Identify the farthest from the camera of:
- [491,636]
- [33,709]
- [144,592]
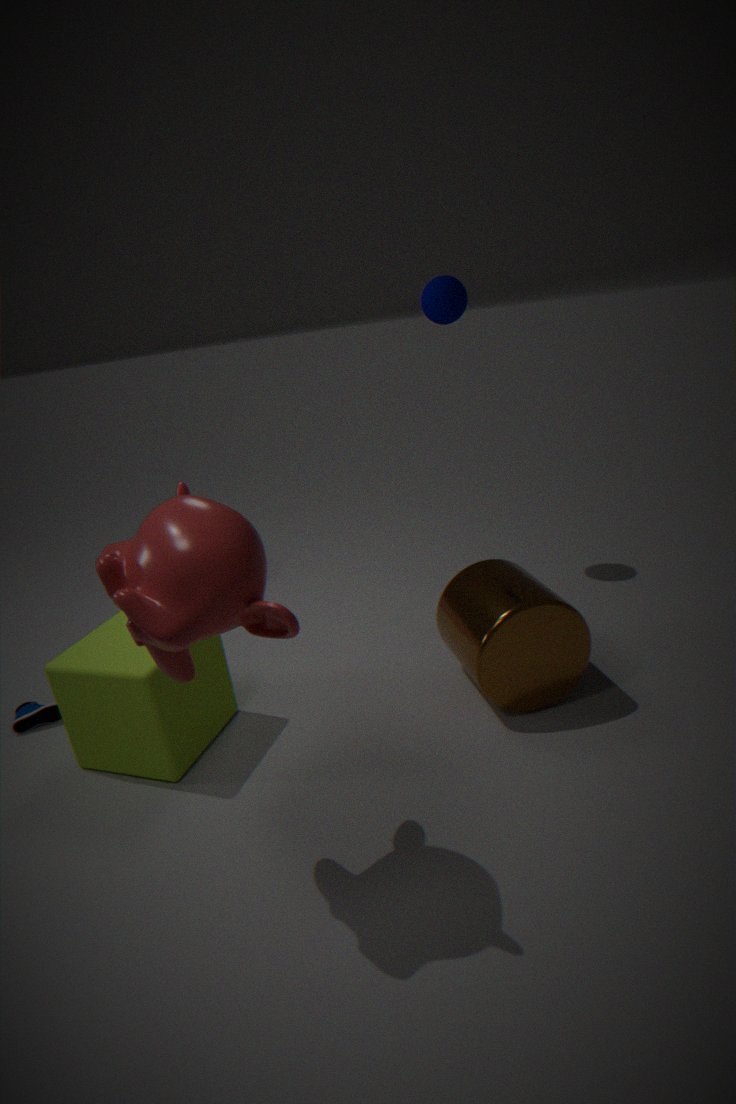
[33,709]
